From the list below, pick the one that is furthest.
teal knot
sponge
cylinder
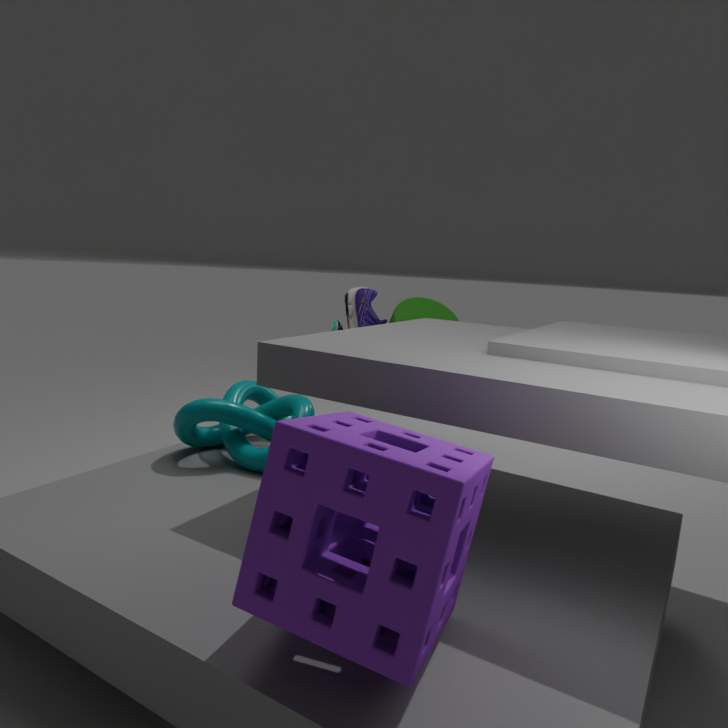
cylinder
